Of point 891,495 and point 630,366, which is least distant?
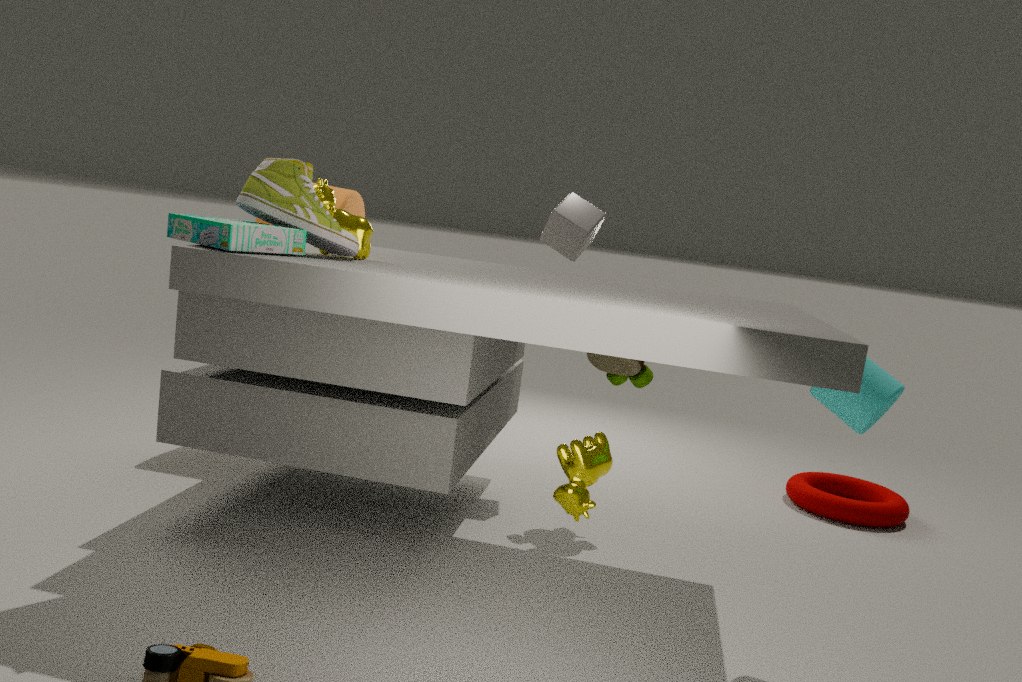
point 630,366
